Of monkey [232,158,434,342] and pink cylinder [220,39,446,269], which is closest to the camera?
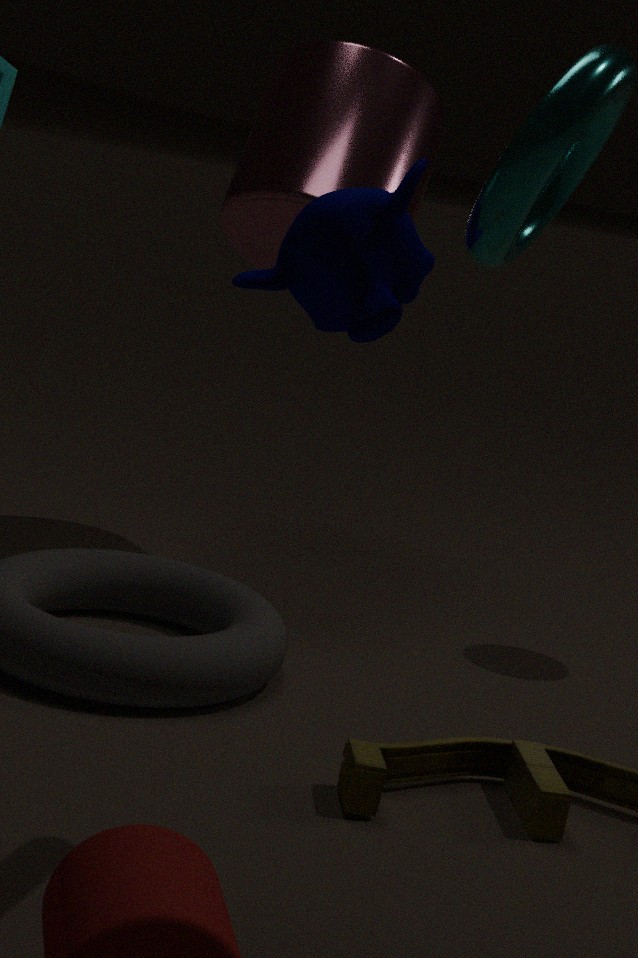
monkey [232,158,434,342]
